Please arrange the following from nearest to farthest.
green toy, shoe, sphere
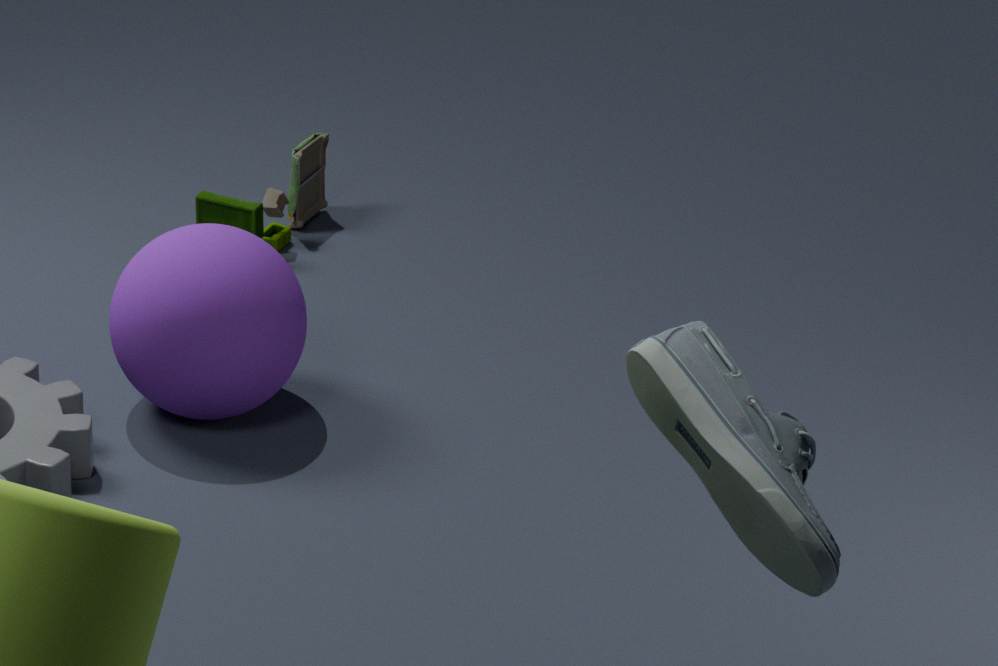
1. shoe
2. sphere
3. green toy
